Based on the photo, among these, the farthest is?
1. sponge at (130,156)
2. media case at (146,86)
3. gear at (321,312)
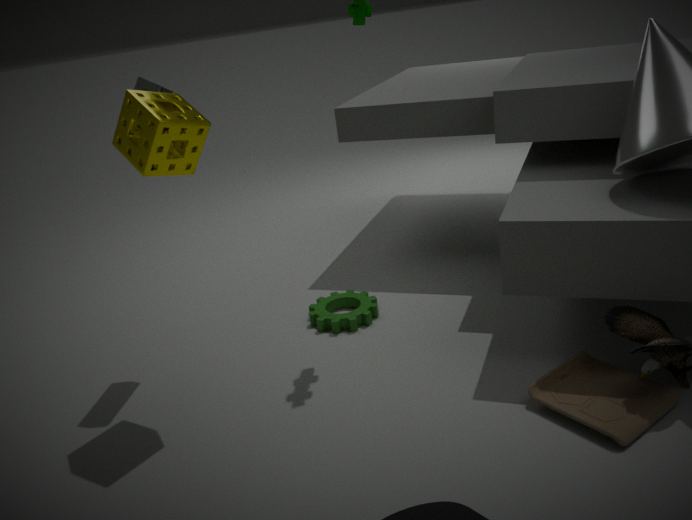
gear at (321,312)
